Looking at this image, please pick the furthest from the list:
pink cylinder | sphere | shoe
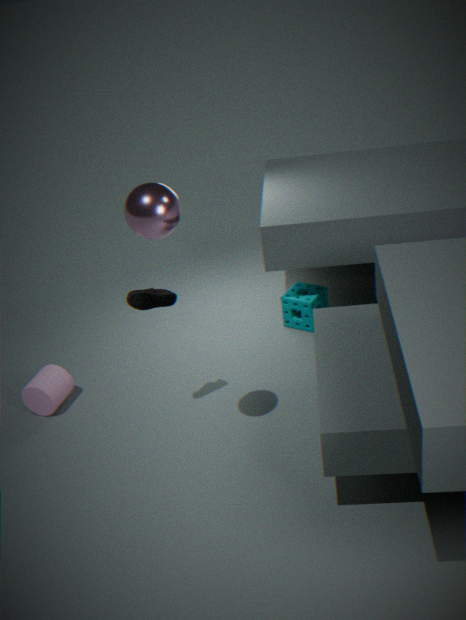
pink cylinder
